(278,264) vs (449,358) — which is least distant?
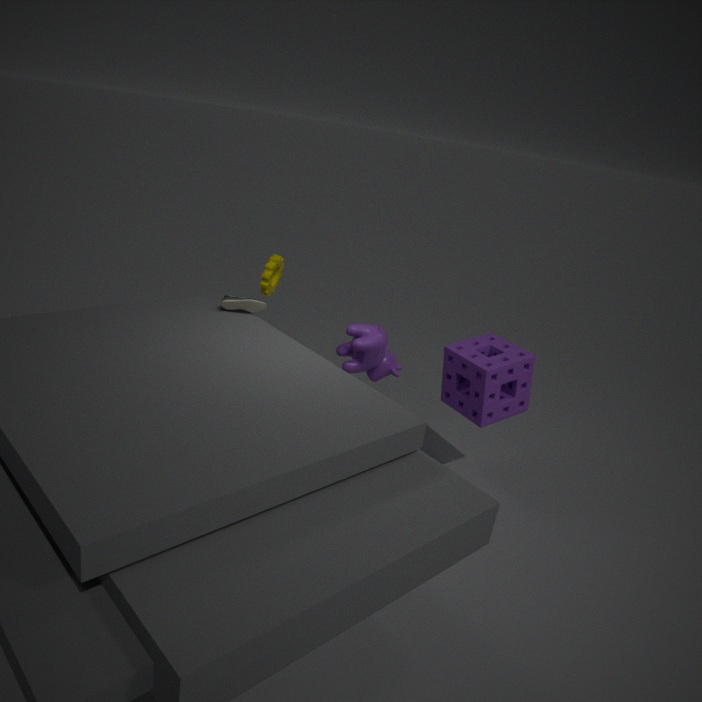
(449,358)
